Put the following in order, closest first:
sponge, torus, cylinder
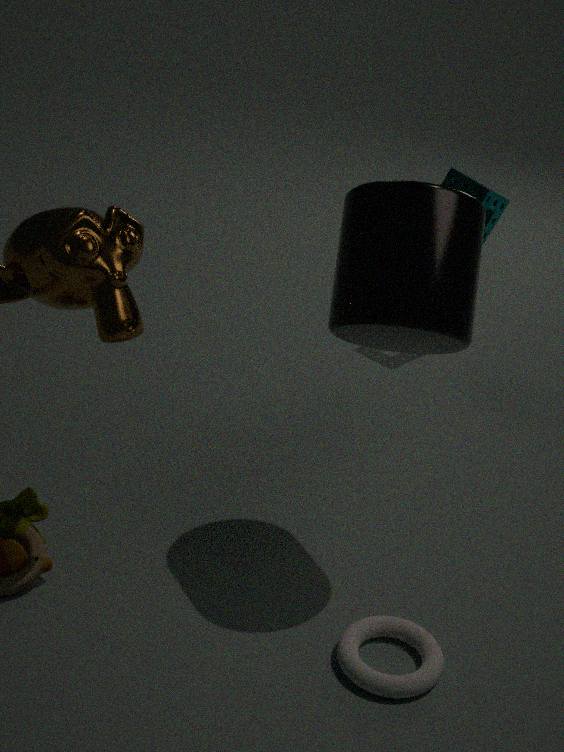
cylinder → torus → sponge
